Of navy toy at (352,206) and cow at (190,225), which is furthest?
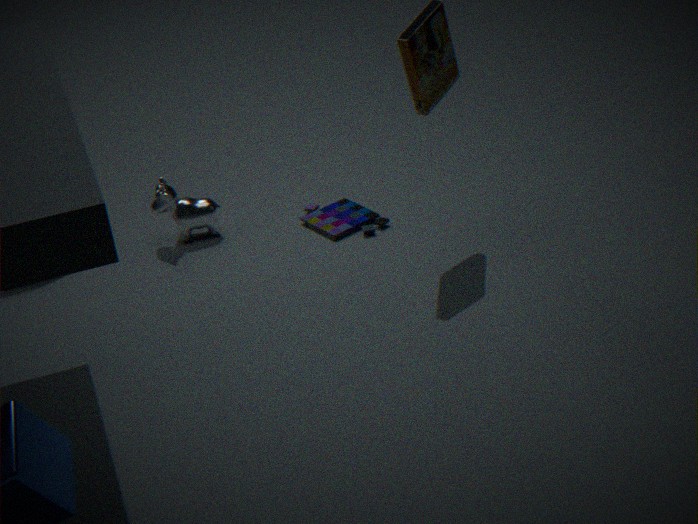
cow at (190,225)
